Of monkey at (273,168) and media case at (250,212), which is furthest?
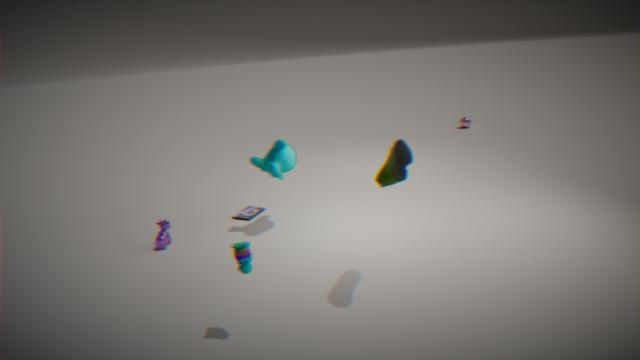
media case at (250,212)
